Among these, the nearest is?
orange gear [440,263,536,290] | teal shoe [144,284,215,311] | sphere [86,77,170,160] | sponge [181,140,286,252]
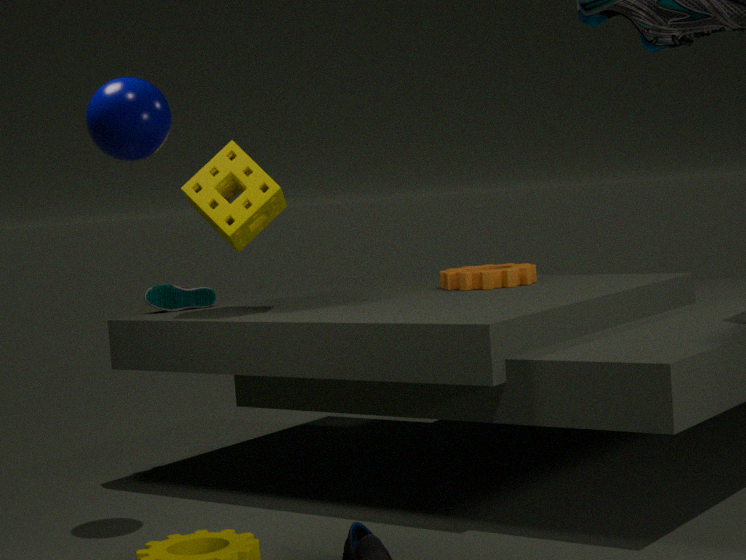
sphere [86,77,170,160]
